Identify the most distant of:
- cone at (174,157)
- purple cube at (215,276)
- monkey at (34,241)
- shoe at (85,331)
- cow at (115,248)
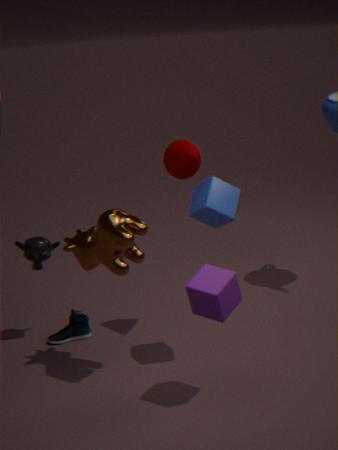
shoe at (85,331)
